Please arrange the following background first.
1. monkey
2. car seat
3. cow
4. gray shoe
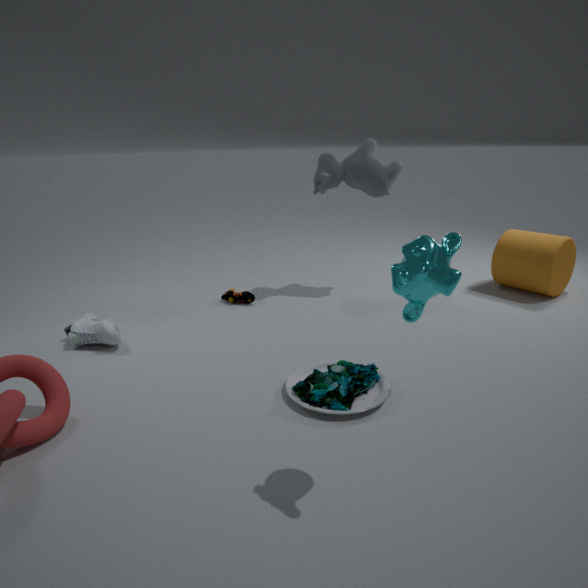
1. cow
2. gray shoe
3. car seat
4. monkey
